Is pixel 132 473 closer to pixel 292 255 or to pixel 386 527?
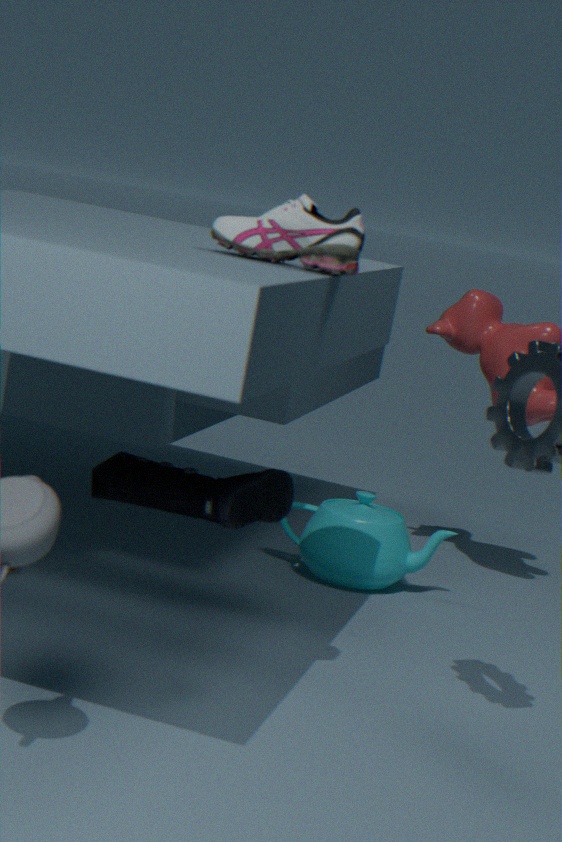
pixel 292 255
